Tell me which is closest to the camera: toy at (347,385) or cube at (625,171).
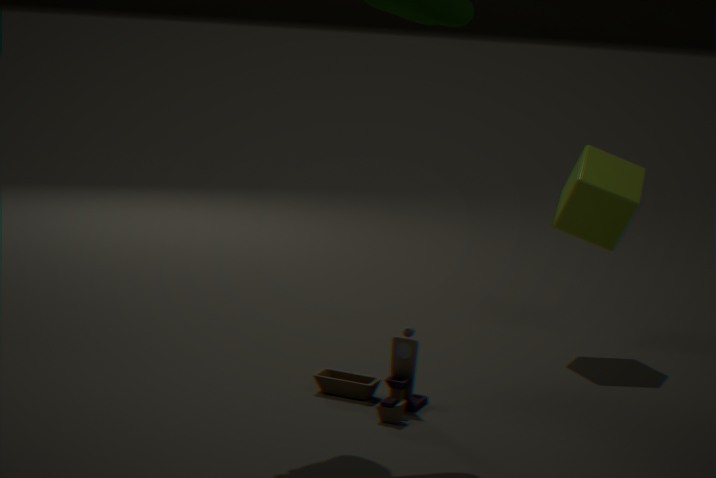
toy at (347,385)
